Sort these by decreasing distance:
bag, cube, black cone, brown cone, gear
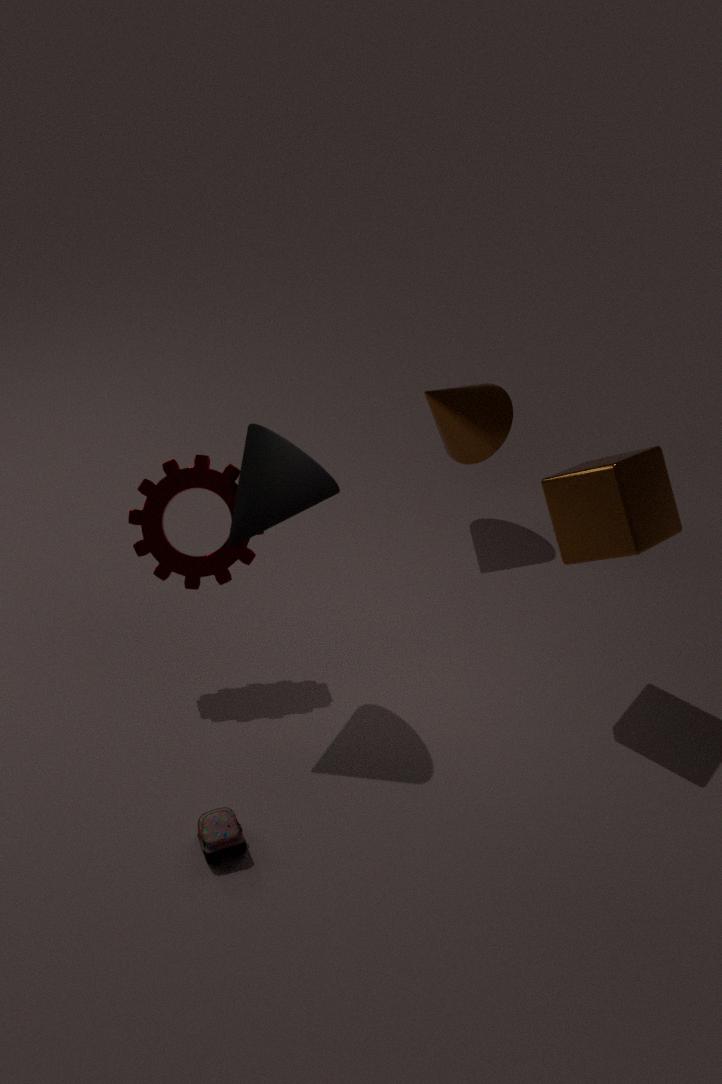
1. brown cone
2. gear
3. cube
4. black cone
5. bag
